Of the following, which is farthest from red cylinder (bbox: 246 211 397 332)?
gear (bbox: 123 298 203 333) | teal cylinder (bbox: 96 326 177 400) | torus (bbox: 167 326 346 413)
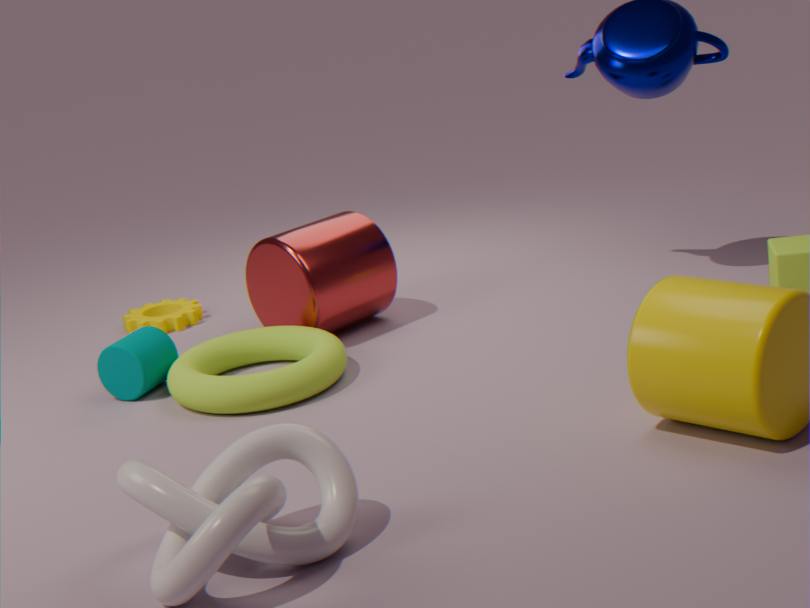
teal cylinder (bbox: 96 326 177 400)
